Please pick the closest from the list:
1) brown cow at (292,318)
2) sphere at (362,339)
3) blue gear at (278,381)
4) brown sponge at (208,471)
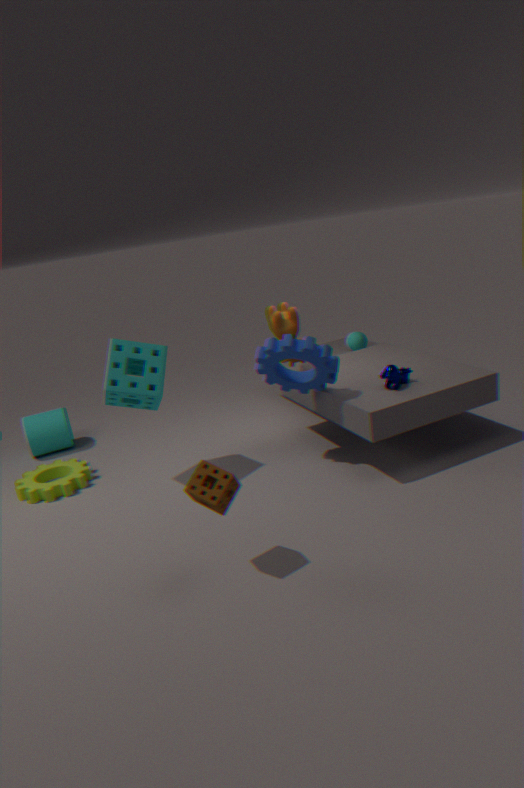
4
